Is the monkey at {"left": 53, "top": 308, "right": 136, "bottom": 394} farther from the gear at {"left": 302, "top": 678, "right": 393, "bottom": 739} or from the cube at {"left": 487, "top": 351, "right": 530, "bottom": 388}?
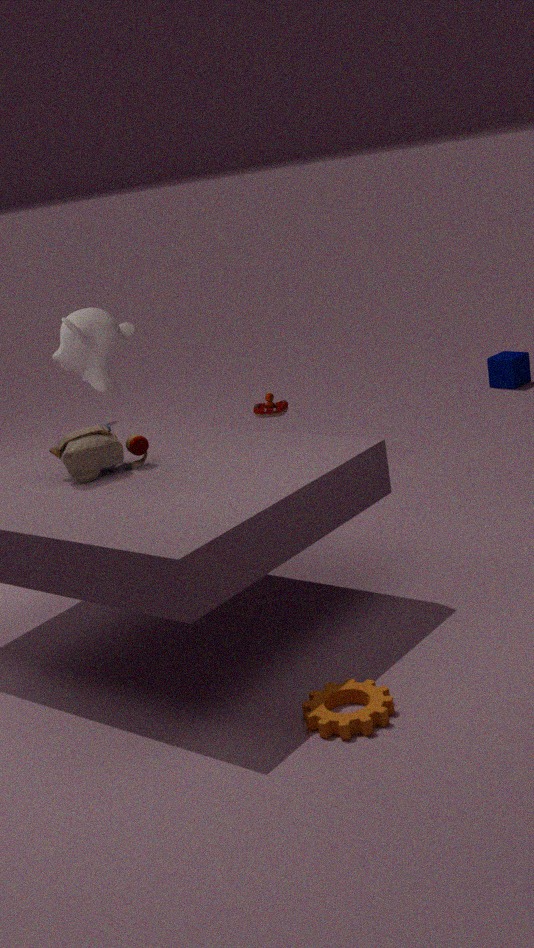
the cube at {"left": 487, "top": 351, "right": 530, "bottom": 388}
